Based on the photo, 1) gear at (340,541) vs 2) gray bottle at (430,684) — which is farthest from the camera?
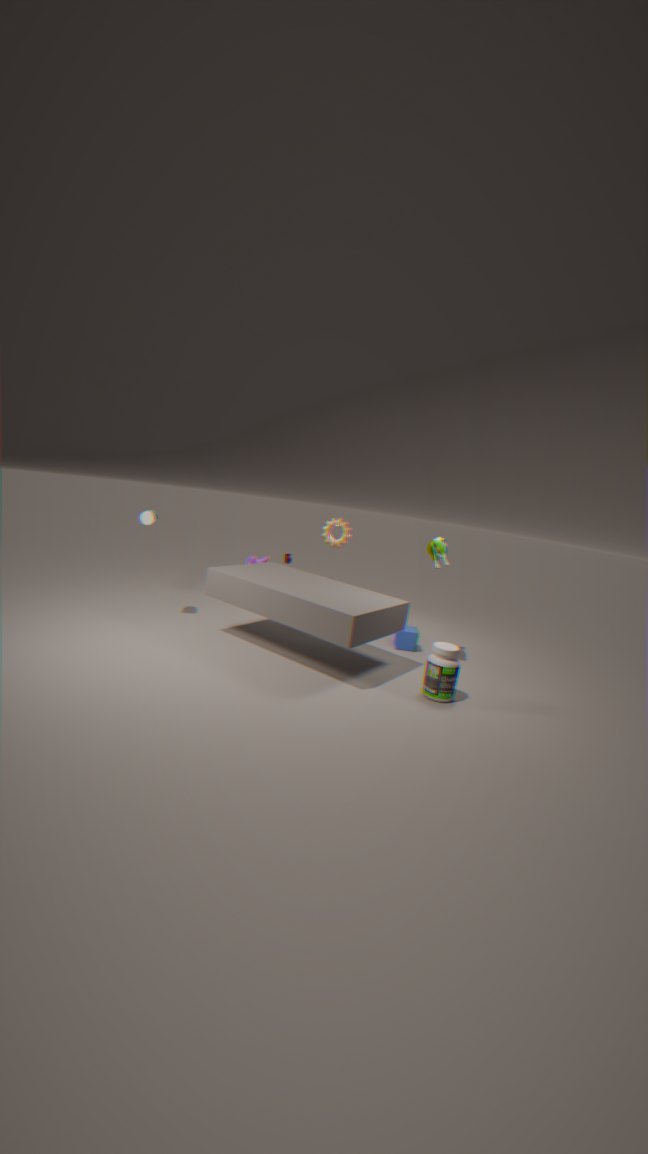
1. gear at (340,541)
